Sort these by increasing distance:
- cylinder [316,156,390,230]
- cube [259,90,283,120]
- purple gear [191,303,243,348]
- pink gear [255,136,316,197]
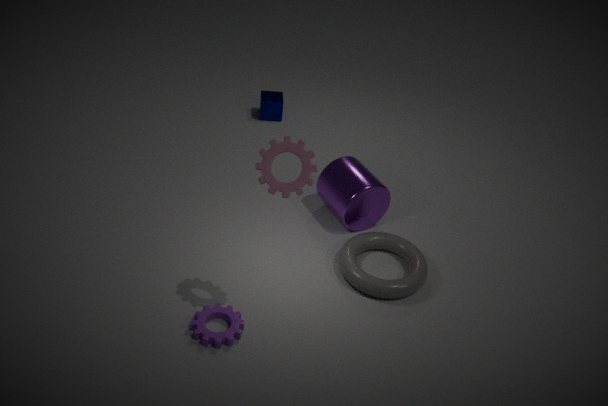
pink gear [255,136,316,197]
purple gear [191,303,243,348]
cylinder [316,156,390,230]
cube [259,90,283,120]
